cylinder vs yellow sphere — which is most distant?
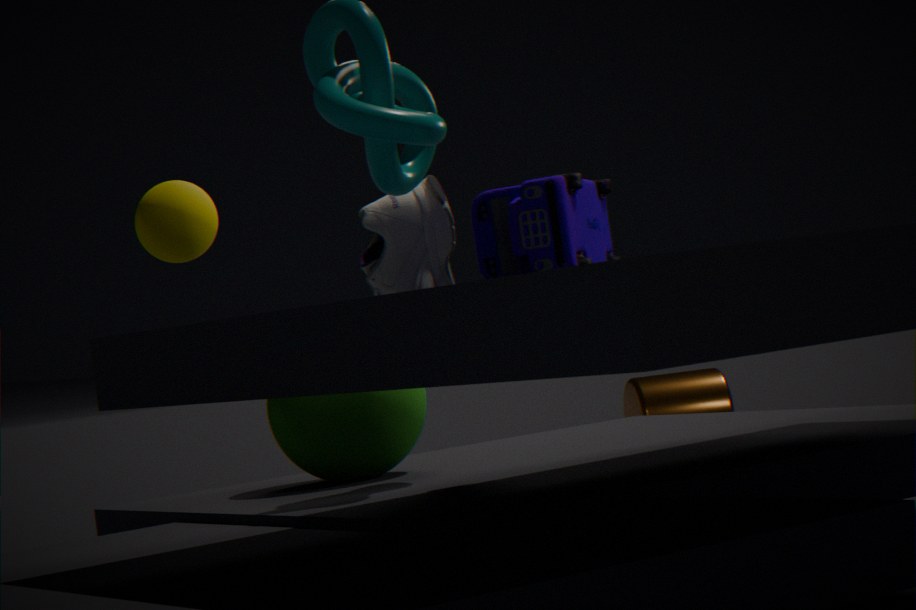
cylinder
